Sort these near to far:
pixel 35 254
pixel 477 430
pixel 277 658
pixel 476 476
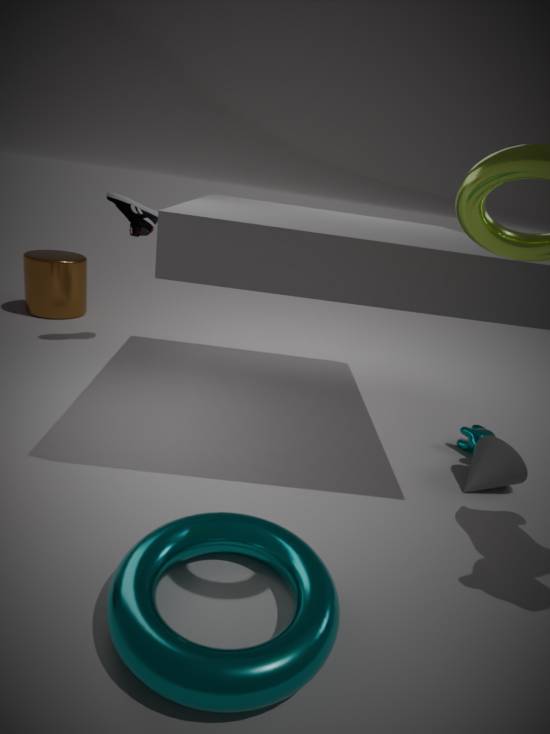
pixel 277 658, pixel 476 476, pixel 477 430, pixel 35 254
